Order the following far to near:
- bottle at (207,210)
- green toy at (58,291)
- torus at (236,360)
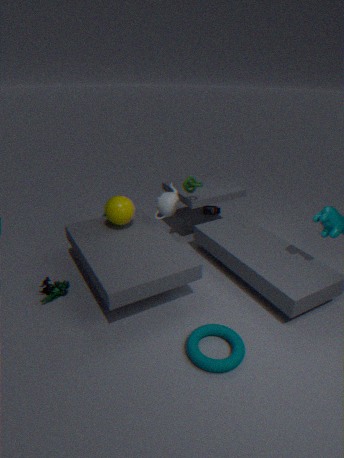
1. bottle at (207,210)
2. green toy at (58,291)
3. torus at (236,360)
